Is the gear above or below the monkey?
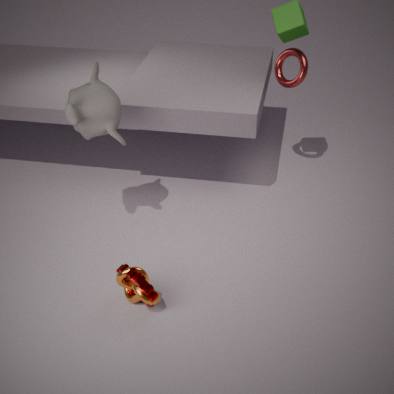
below
